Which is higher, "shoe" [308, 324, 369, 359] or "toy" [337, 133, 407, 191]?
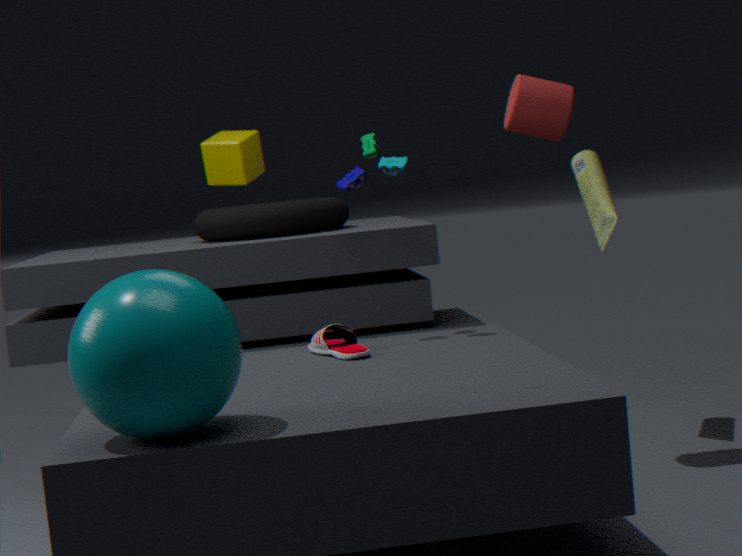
"toy" [337, 133, 407, 191]
